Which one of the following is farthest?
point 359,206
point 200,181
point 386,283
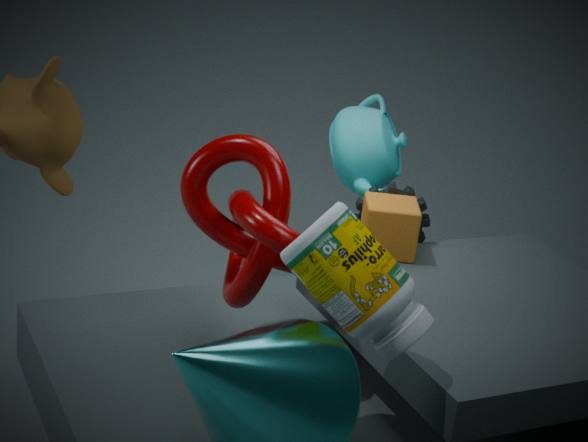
point 359,206
